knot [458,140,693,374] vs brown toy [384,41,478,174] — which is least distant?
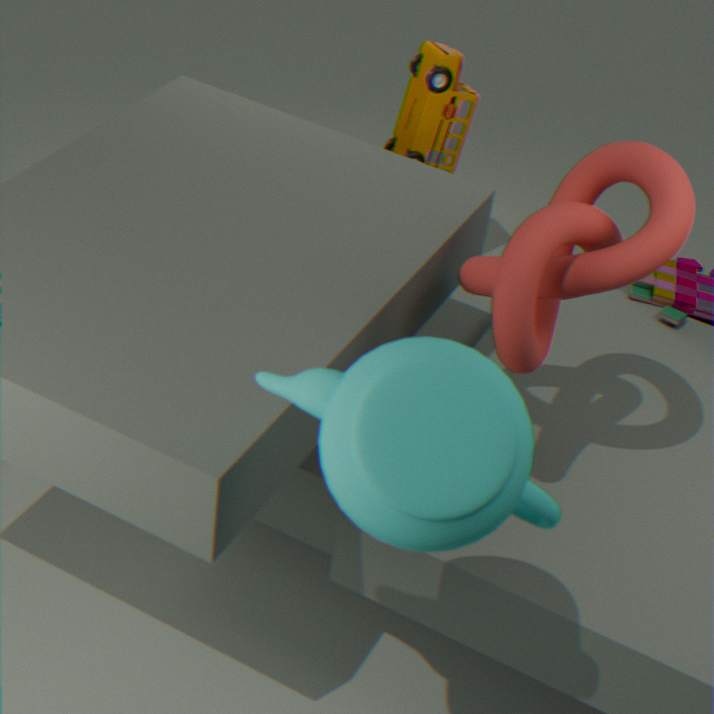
knot [458,140,693,374]
